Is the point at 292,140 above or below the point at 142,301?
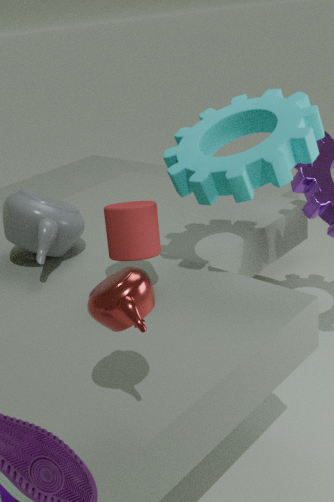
above
